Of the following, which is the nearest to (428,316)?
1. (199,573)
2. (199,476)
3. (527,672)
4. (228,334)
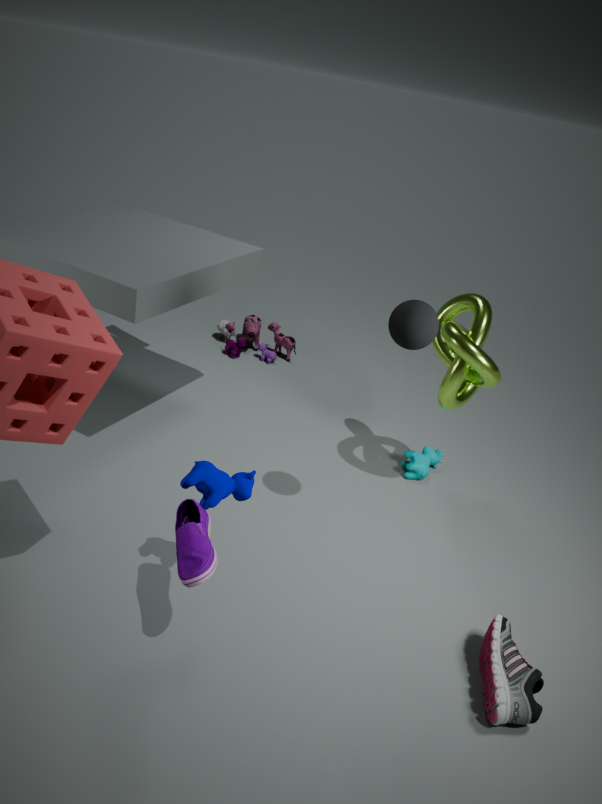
(199,476)
